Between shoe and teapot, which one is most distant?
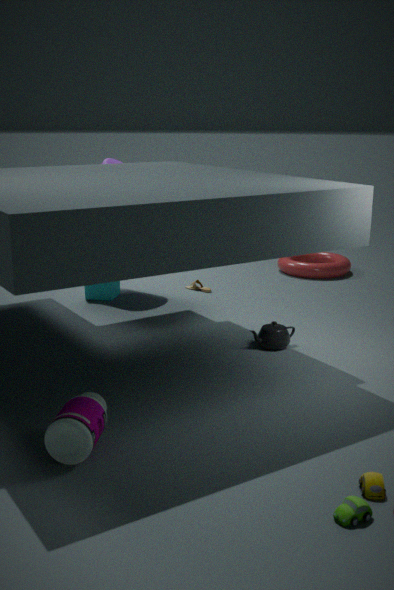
shoe
